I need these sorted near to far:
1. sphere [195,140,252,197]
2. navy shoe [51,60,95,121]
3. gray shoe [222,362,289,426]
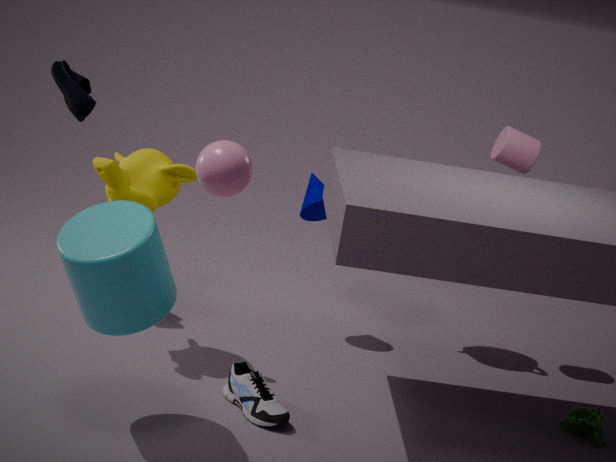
sphere [195,140,252,197]
gray shoe [222,362,289,426]
navy shoe [51,60,95,121]
